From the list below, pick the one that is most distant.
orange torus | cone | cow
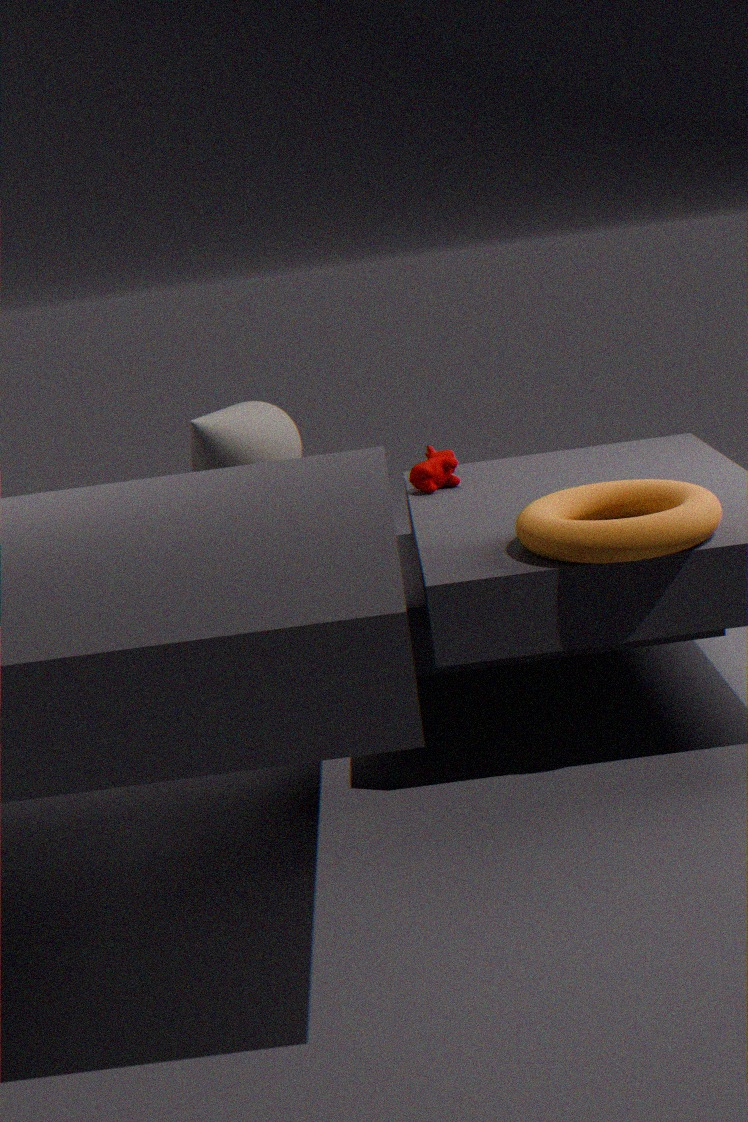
cone
